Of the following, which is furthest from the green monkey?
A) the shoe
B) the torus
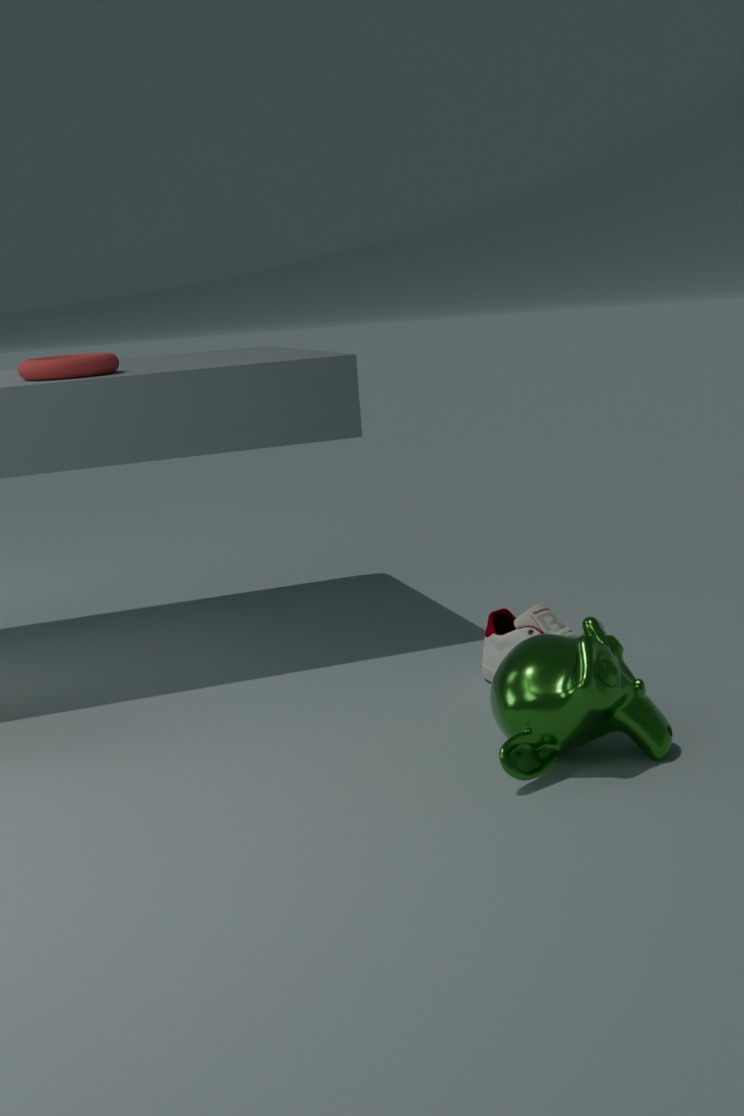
the torus
